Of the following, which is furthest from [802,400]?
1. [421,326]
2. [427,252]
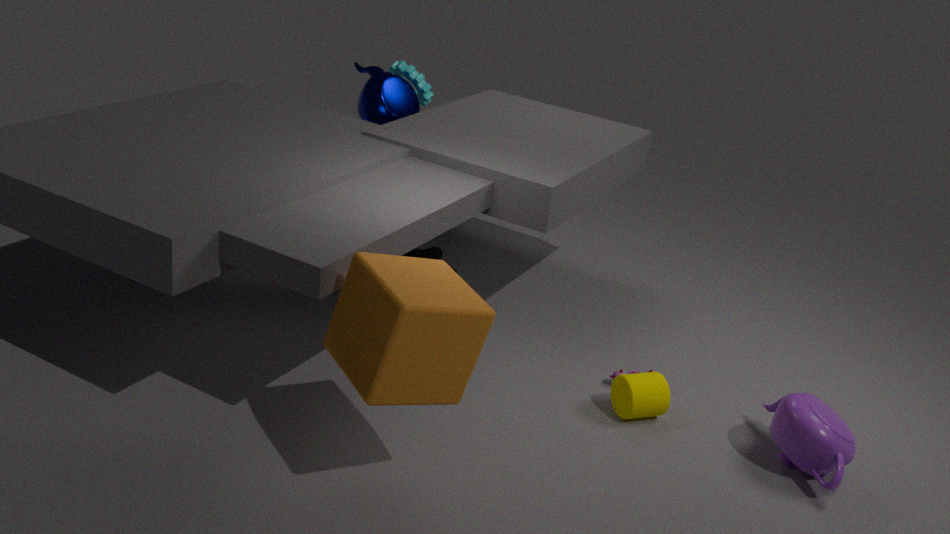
[427,252]
